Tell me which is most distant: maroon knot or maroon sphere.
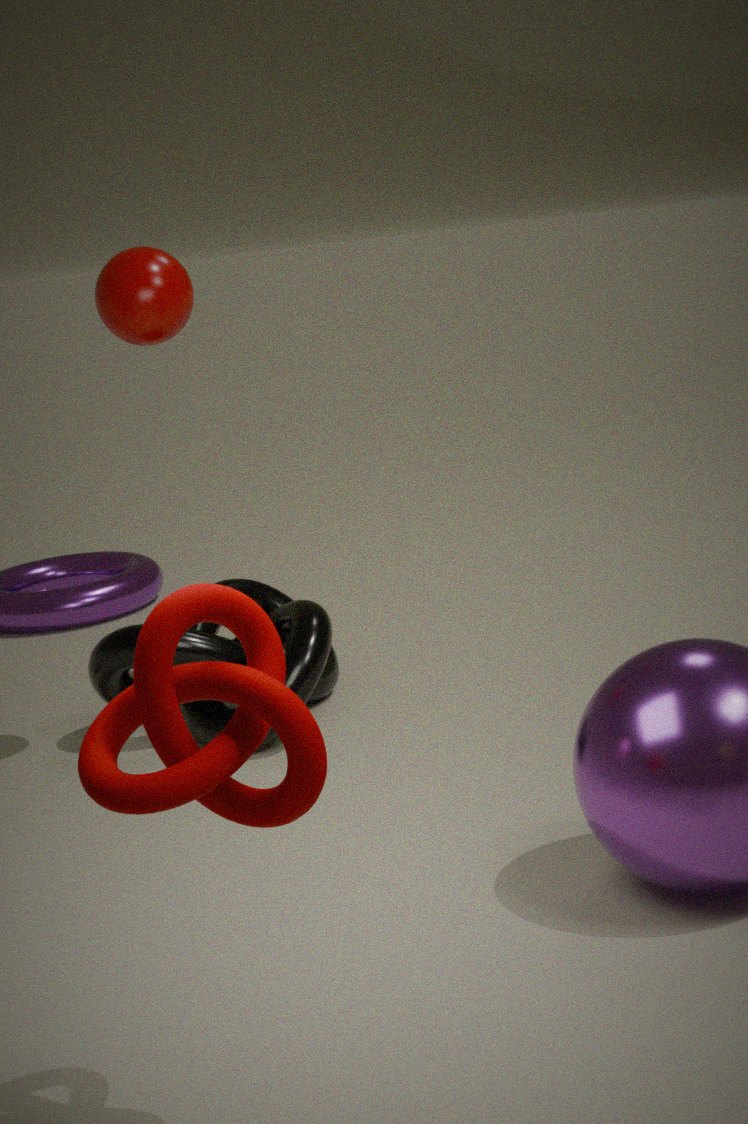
maroon sphere
